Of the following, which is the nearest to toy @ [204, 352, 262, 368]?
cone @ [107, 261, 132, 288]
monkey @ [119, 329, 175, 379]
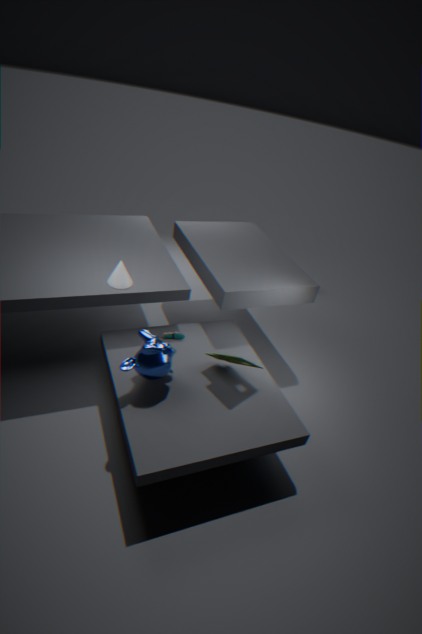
monkey @ [119, 329, 175, 379]
